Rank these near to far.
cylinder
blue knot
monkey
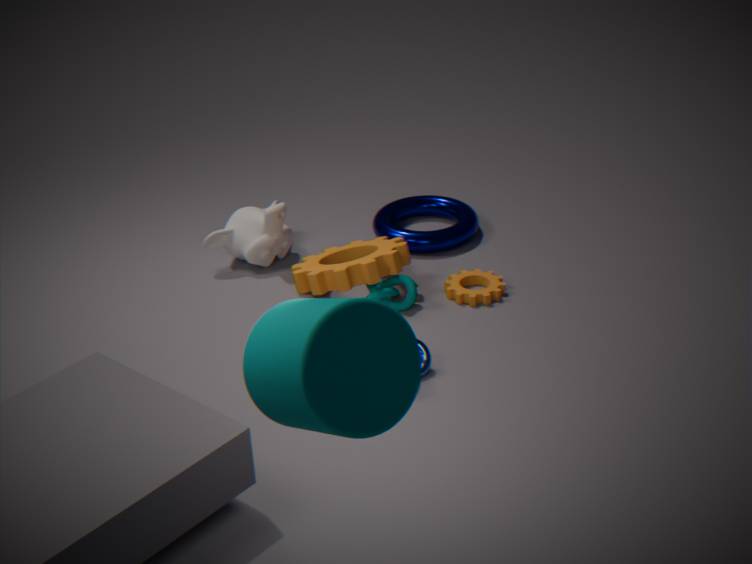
1. cylinder
2. blue knot
3. monkey
